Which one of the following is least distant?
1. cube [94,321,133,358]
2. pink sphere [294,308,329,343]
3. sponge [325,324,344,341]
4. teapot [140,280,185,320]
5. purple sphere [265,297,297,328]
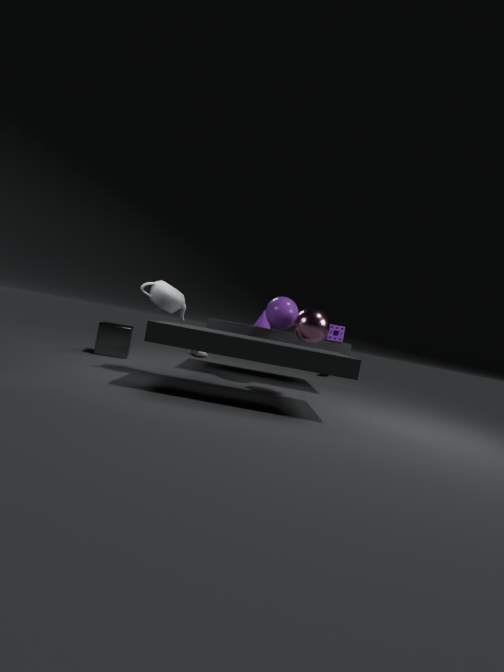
teapot [140,280,185,320]
